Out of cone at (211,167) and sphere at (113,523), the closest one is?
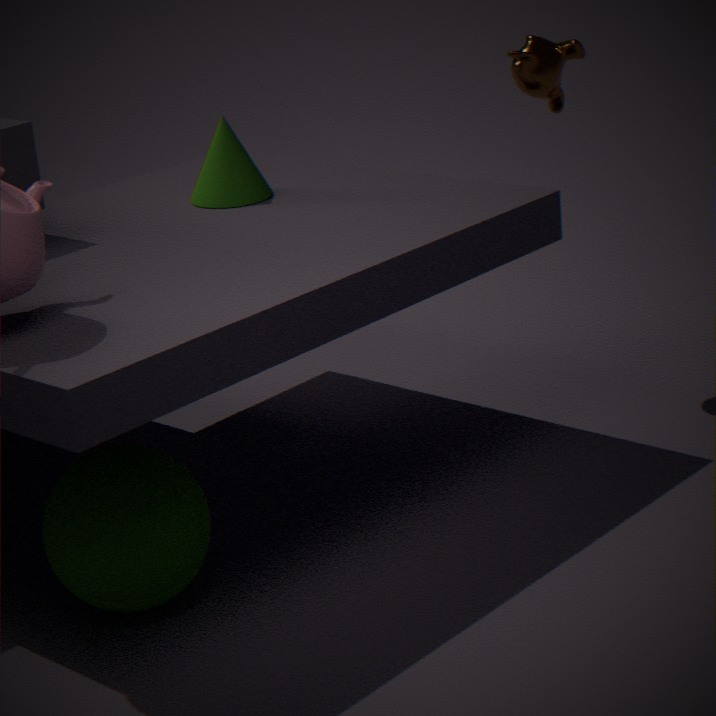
sphere at (113,523)
